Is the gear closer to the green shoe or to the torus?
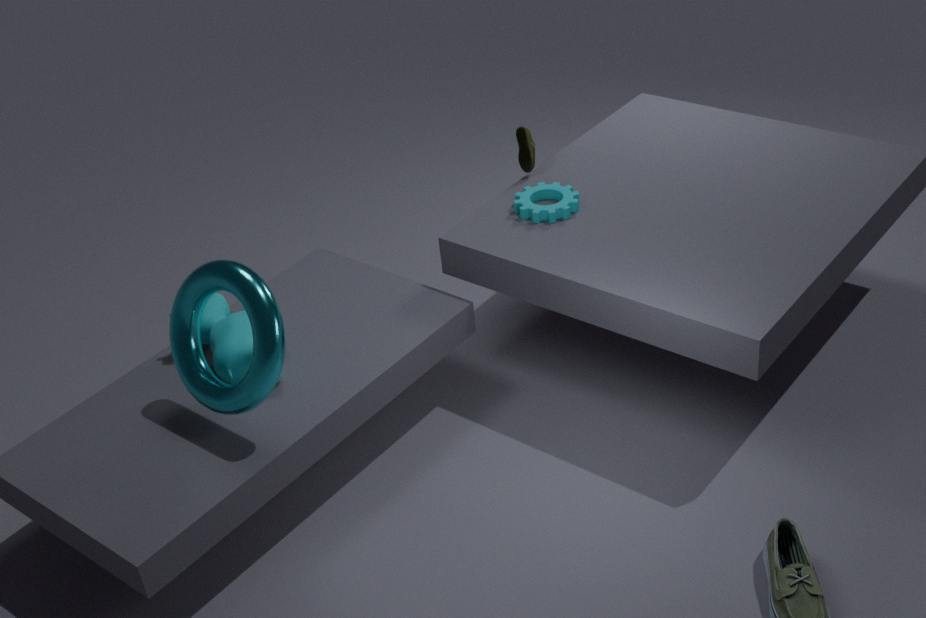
the green shoe
